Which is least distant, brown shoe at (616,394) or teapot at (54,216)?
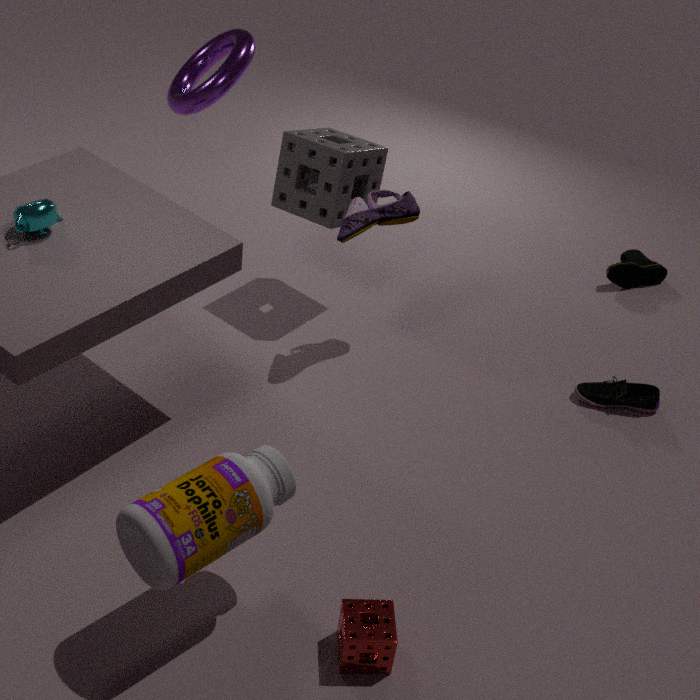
teapot at (54,216)
